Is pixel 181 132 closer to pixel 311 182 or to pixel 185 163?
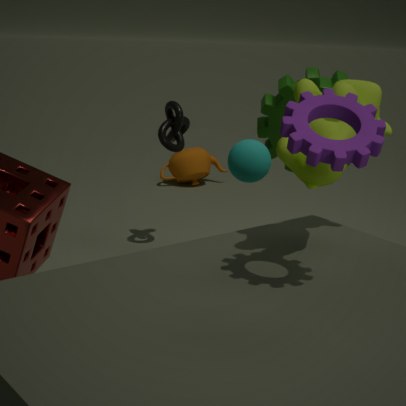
pixel 311 182
